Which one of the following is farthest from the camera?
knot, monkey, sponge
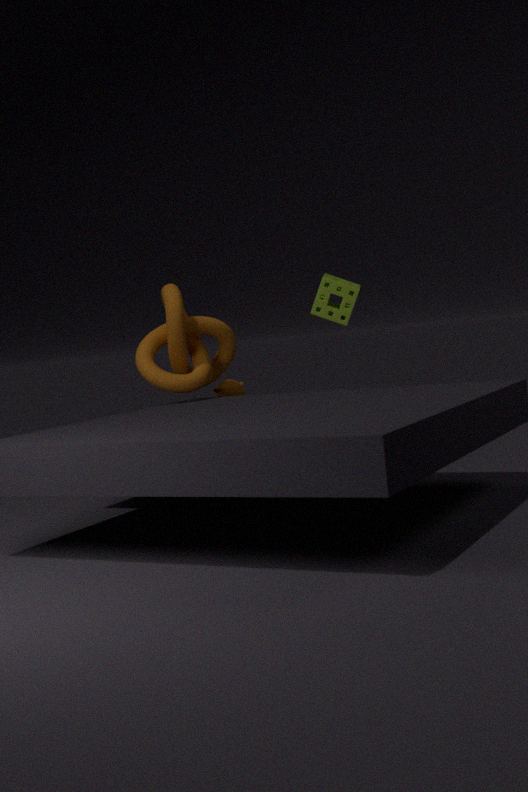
monkey
